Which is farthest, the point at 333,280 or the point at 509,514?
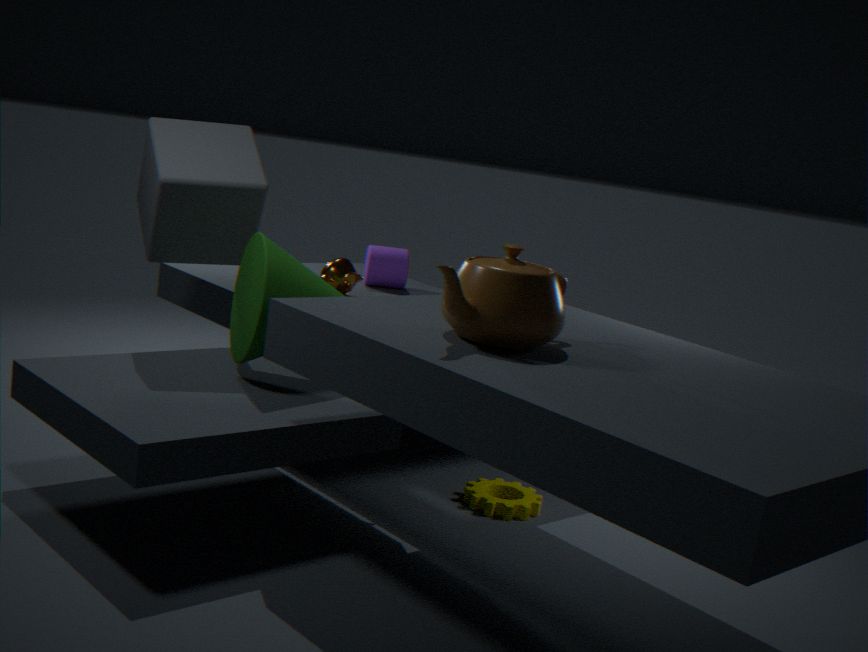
the point at 333,280
